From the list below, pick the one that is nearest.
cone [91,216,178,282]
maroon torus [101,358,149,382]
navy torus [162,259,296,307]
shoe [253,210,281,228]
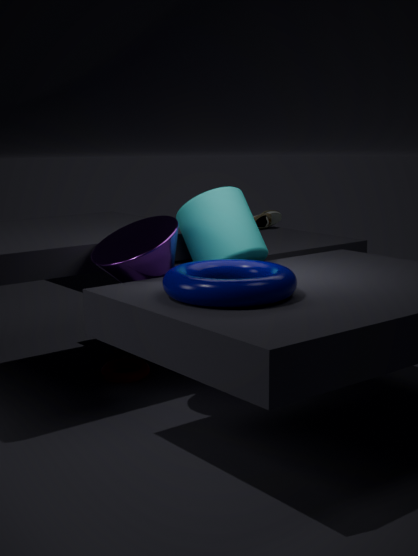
navy torus [162,259,296,307]
